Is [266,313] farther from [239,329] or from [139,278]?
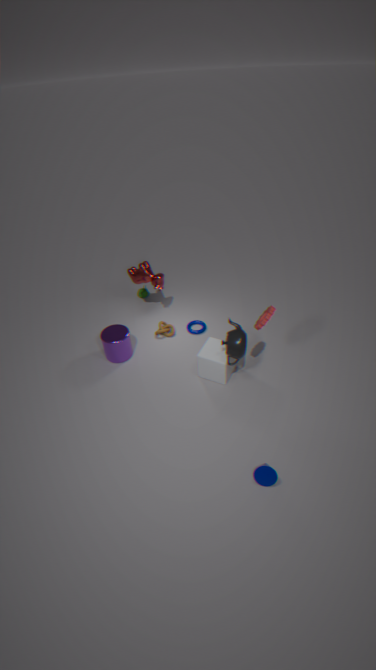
[139,278]
